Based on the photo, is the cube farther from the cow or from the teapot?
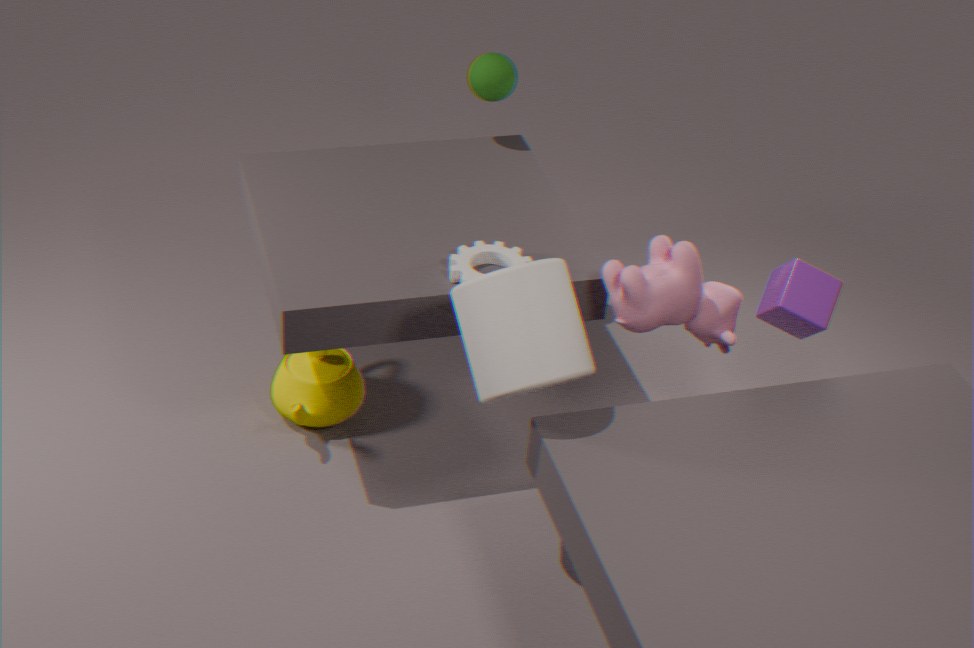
the teapot
